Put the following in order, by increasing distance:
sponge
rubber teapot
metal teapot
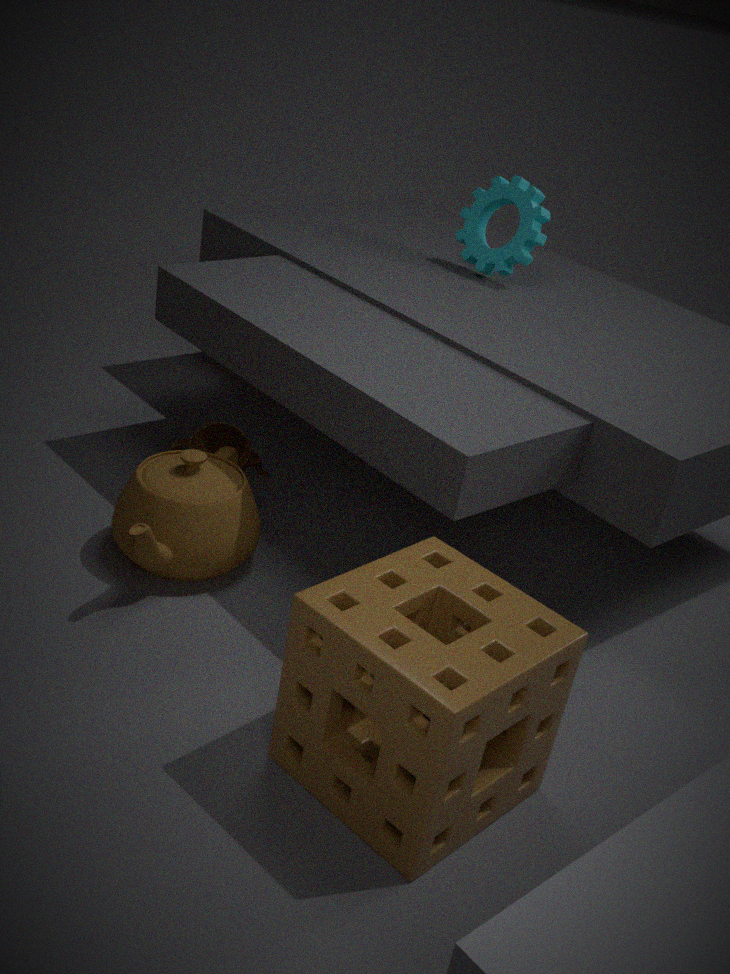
sponge → rubber teapot → metal teapot
